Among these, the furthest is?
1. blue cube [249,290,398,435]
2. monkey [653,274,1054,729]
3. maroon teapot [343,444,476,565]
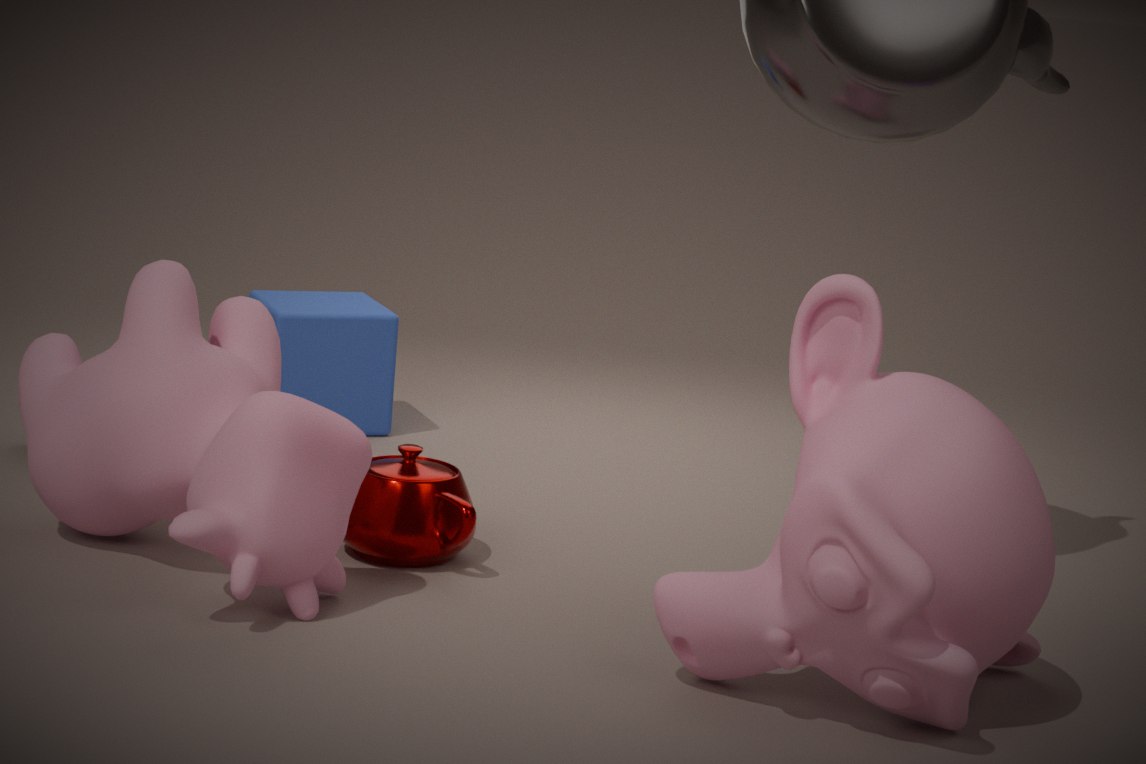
blue cube [249,290,398,435]
